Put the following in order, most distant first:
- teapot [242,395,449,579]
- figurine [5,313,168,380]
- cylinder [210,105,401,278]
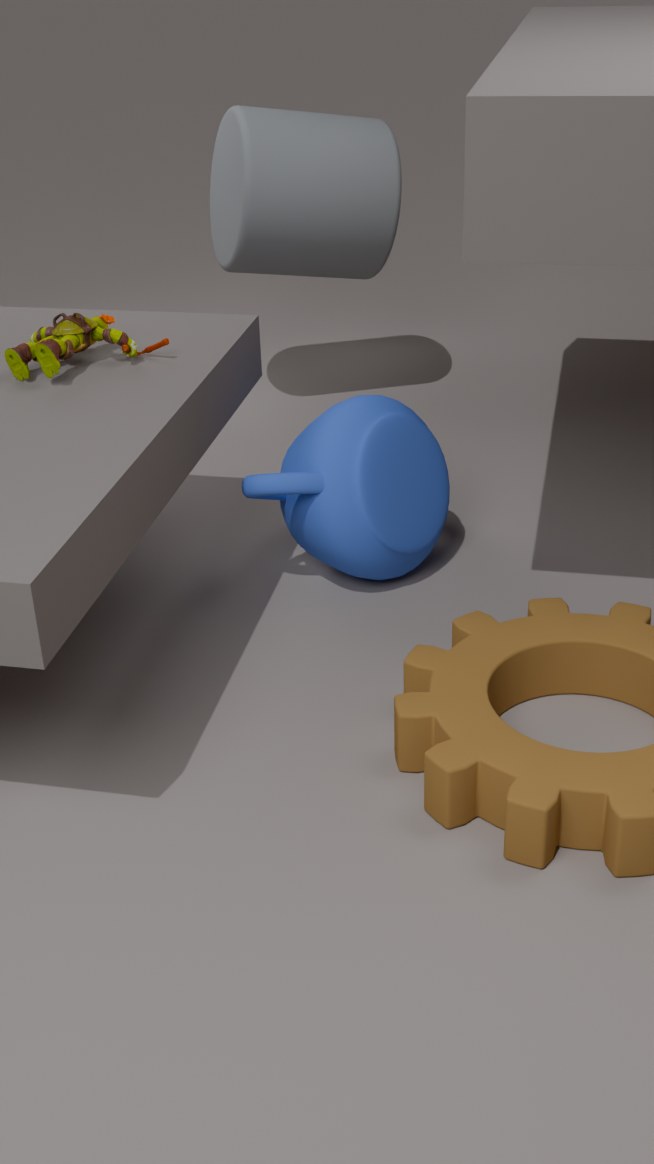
cylinder [210,105,401,278], teapot [242,395,449,579], figurine [5,313,168,380]
